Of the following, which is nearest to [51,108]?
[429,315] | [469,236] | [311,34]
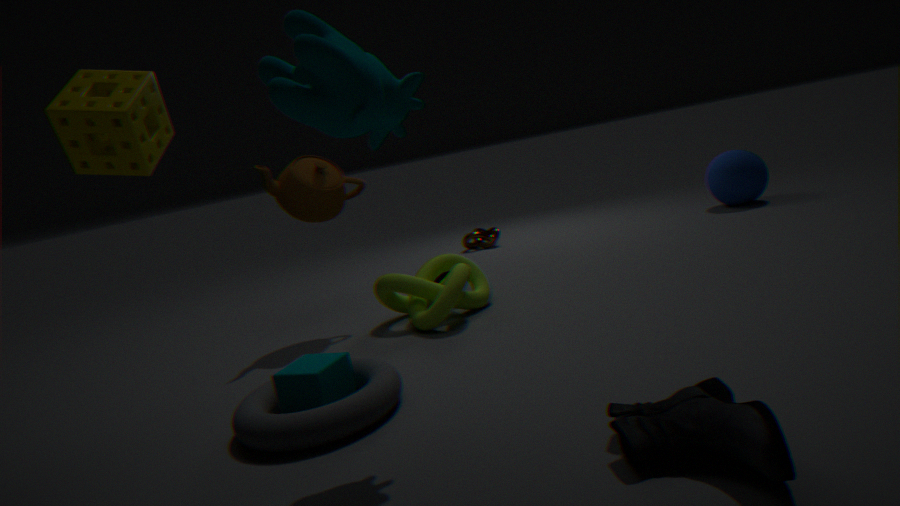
[311,34]
